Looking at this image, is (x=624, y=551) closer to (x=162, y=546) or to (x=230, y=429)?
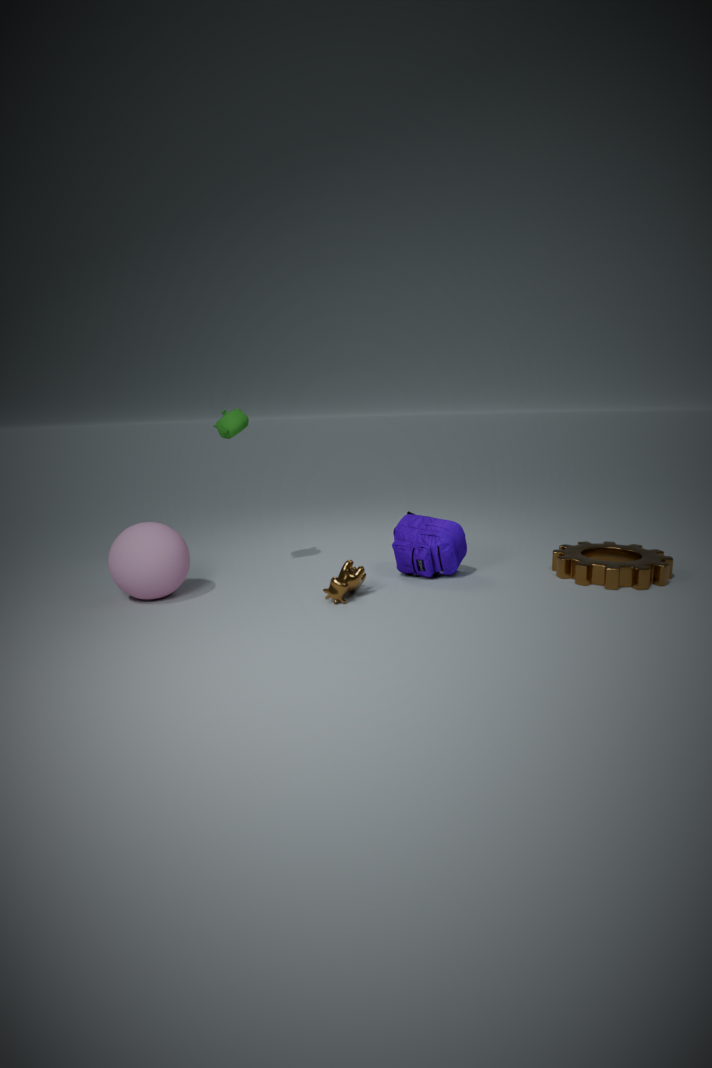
(x=230, y=429)
